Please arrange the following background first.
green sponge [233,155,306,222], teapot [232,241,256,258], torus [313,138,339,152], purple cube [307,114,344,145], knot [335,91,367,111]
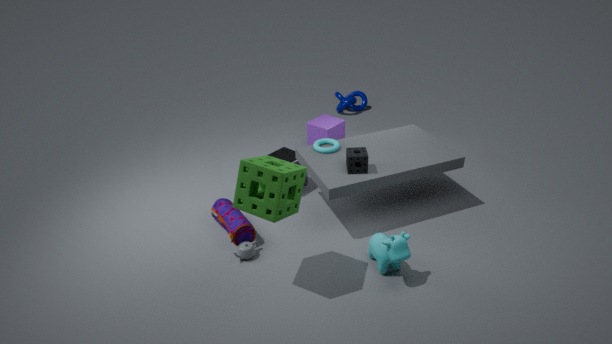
knot [335,91,367,111], purple cube [307,114,344,145], torus [313,138,339,152], teapot [232,241,256,258], green sponge [233,155,306,222]
